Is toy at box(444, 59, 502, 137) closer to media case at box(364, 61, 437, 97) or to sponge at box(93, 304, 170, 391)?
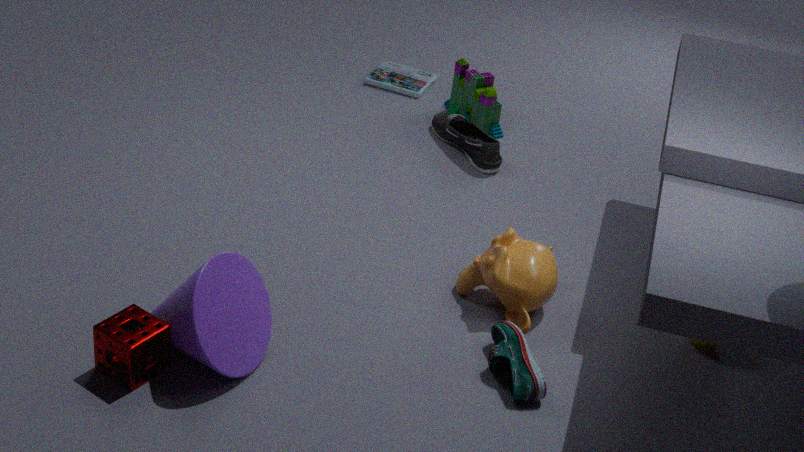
media case at box(364, 61, 437, 97)
